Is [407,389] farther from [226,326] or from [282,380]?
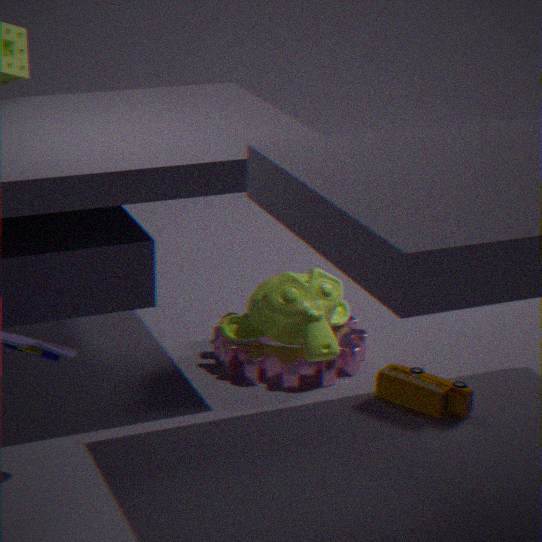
[282,380]
